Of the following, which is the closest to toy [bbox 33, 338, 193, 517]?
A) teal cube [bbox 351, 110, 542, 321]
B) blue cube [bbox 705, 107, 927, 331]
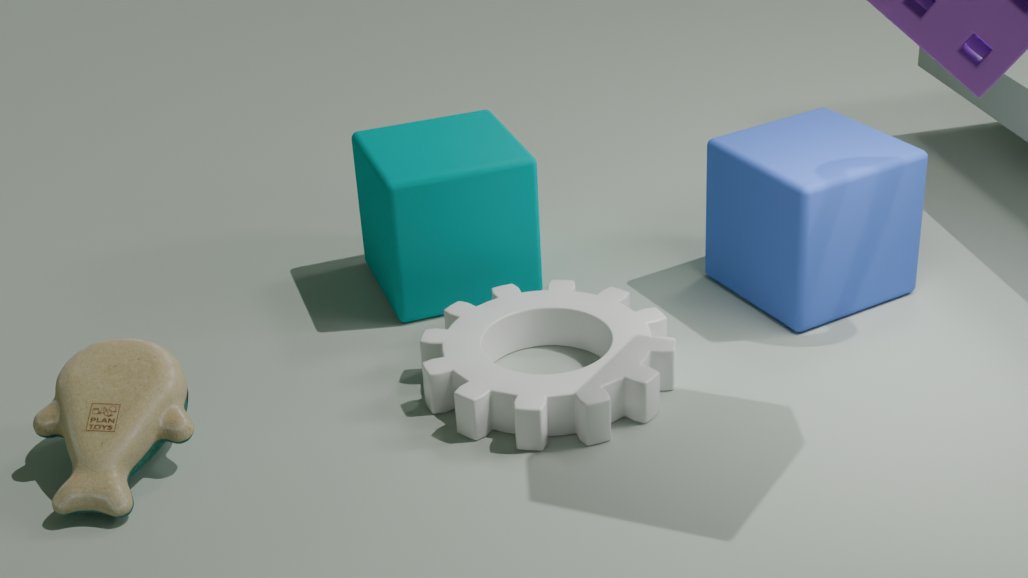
teal cube [bbox 351, 110, 542, 321]
